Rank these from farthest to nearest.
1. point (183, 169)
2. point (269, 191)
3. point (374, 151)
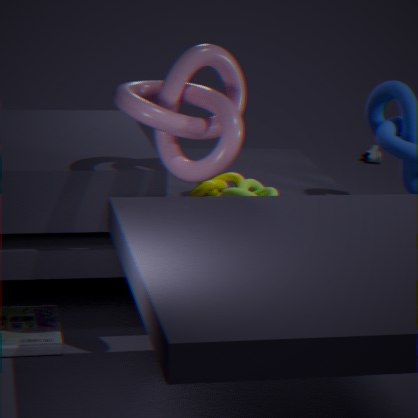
point (374, 151)
point (269, 191)
point (183, 169)
